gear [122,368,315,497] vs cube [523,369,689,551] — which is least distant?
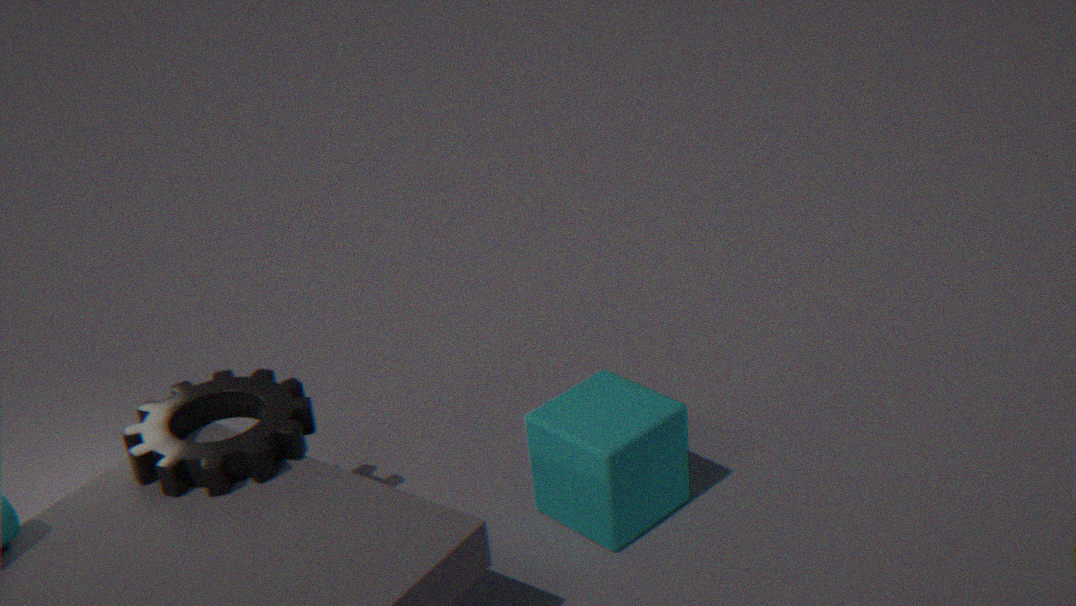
gear [122,368,315,497]
